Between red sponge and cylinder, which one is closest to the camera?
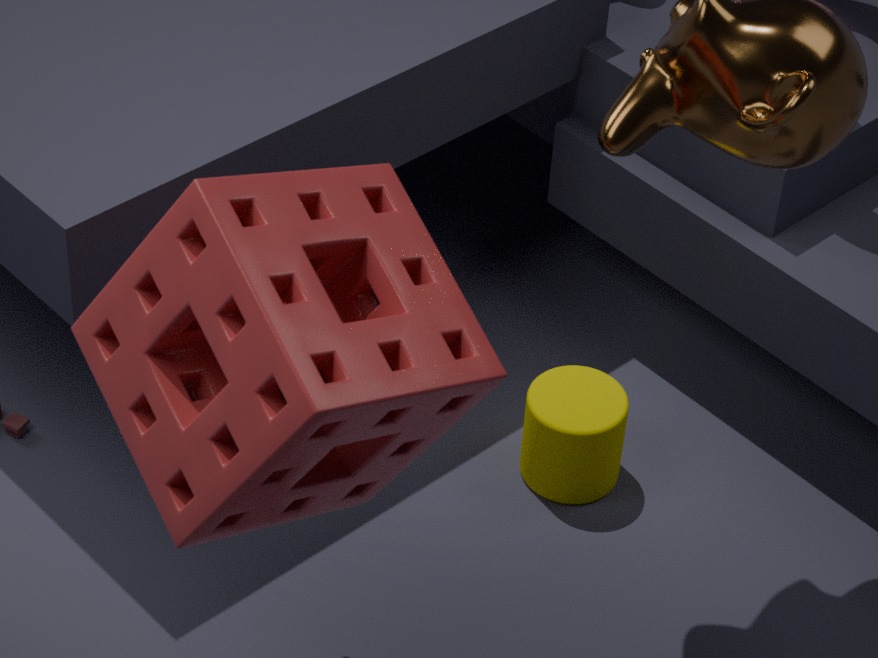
red sponge
